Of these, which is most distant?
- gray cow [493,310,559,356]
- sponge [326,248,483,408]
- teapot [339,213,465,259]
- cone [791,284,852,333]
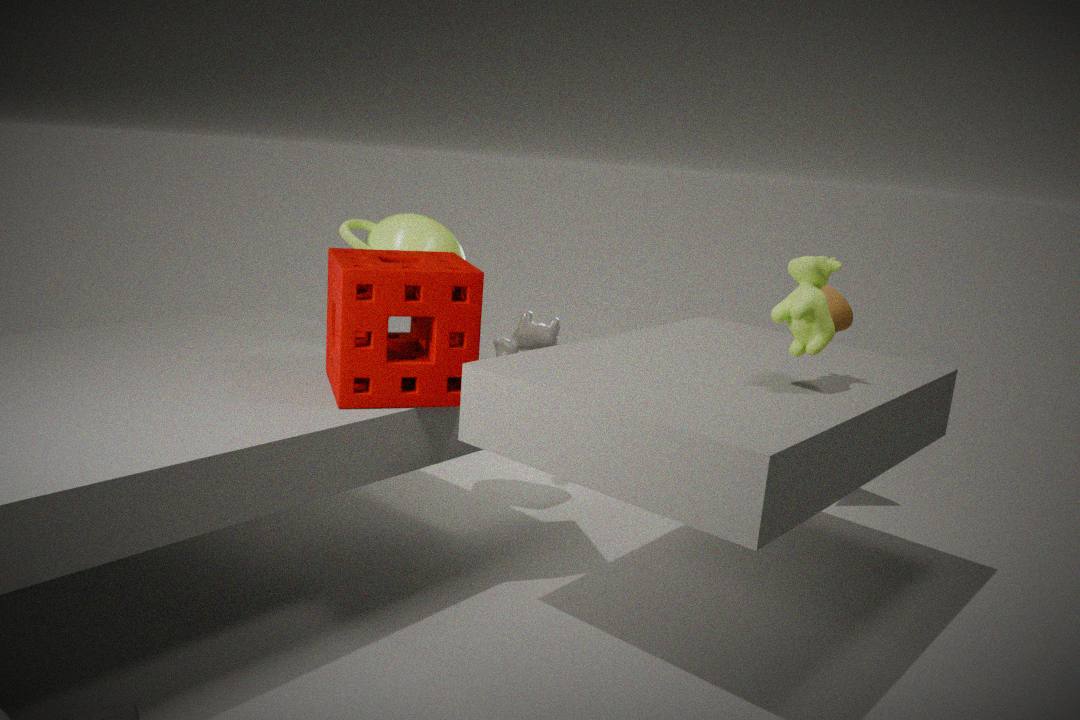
gray cow [493,310,559,356]
